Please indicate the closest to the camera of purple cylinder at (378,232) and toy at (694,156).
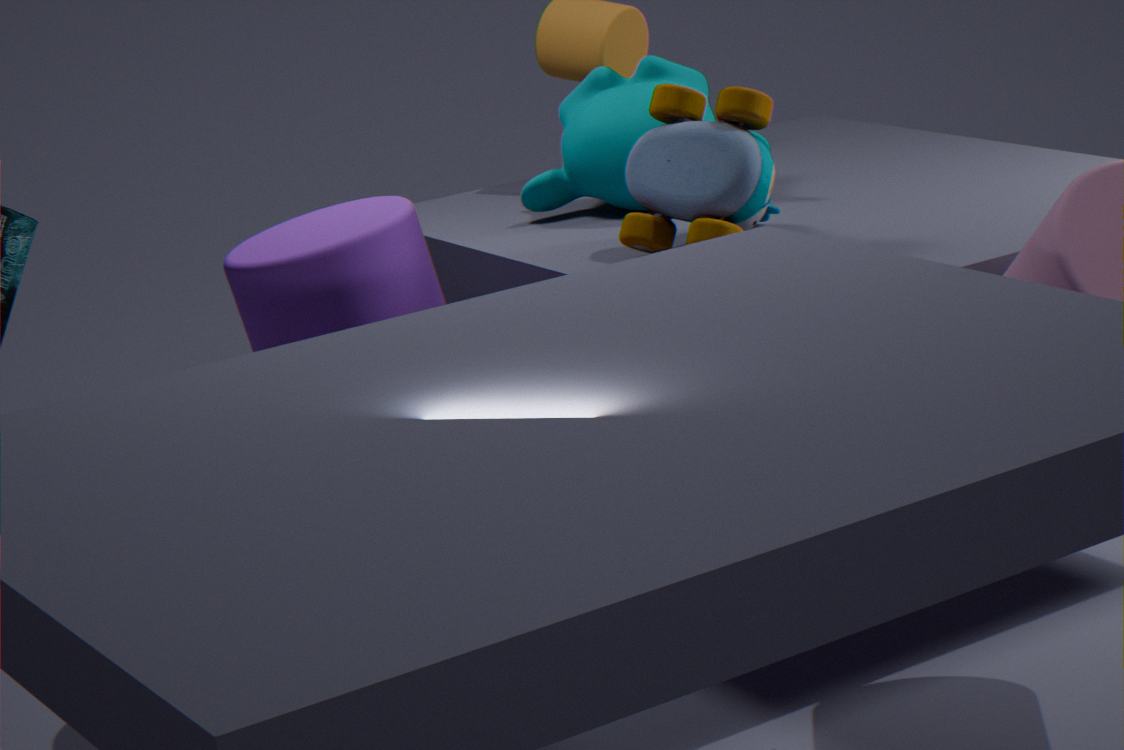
purple cylinder at (378,232)
